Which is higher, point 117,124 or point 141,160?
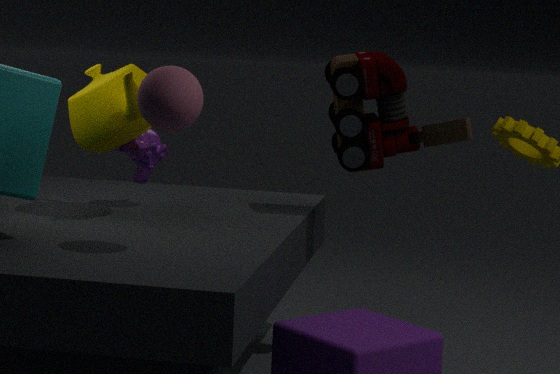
point 117,124
